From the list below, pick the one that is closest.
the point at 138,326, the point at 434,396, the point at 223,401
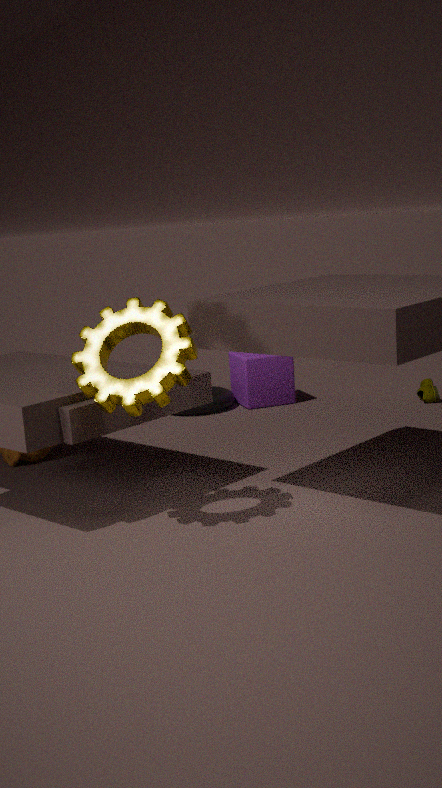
the point at 138,326
